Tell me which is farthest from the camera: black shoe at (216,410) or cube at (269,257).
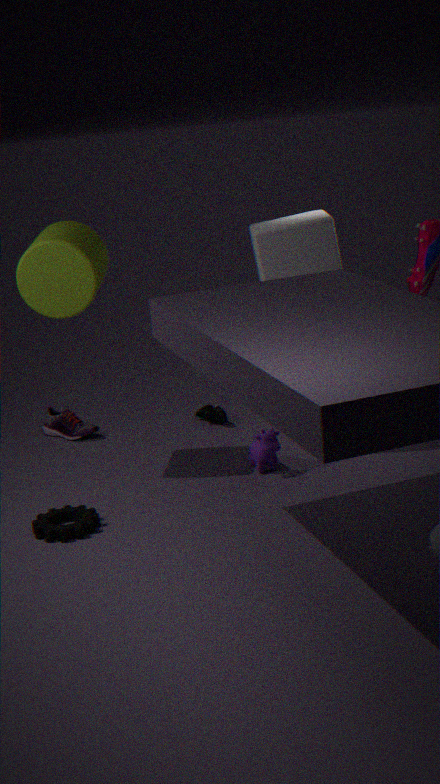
black shoe at (216,410)
